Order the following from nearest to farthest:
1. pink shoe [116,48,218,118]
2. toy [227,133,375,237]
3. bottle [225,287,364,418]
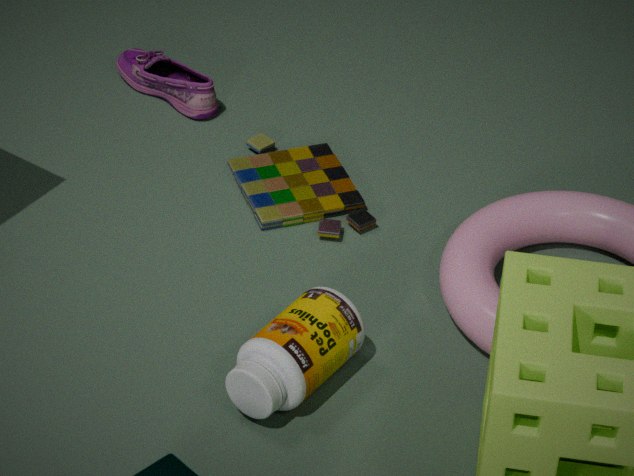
bottle [225,287,364,418], toy [227,133,375,237], pink shoe [116,48,218,118]
